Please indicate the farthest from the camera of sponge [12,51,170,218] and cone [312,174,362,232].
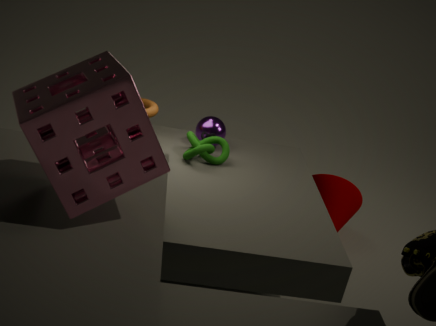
cone [312,174,362,232]
